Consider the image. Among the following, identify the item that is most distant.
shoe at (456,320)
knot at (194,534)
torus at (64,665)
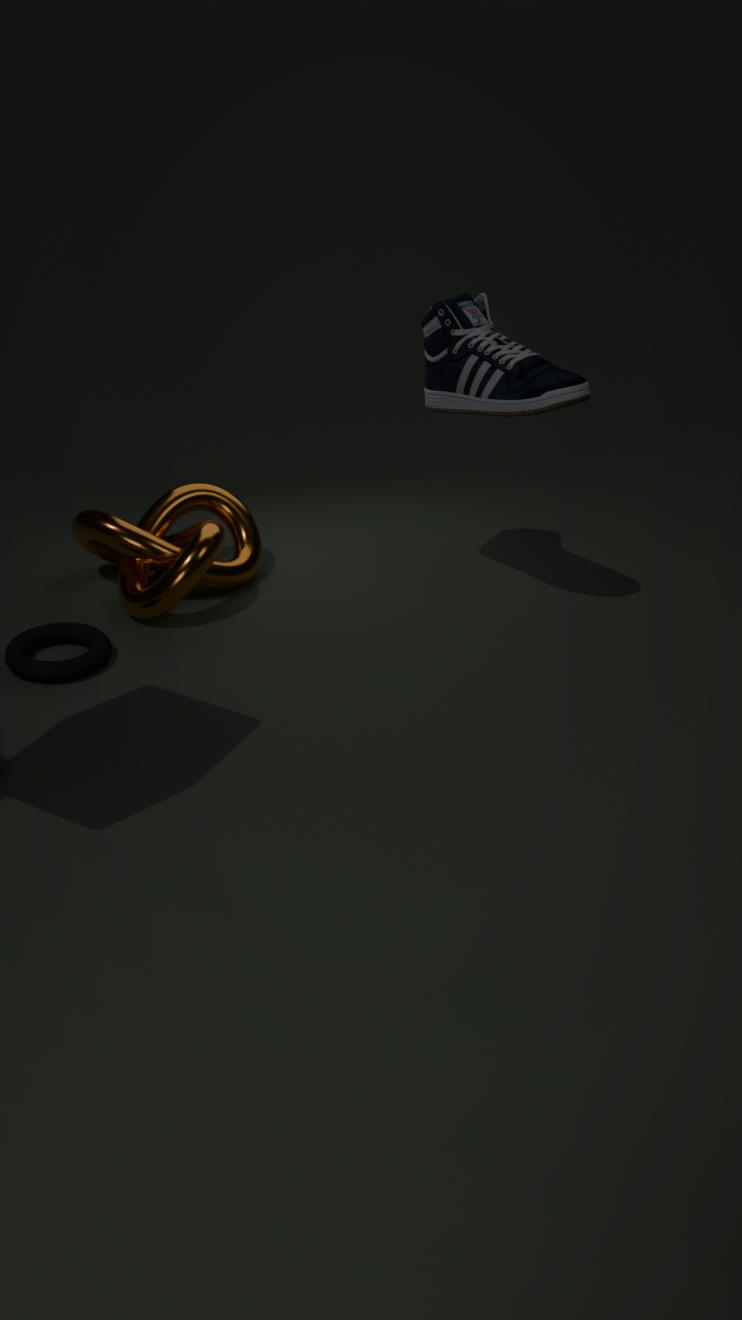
knot at (194,534)
